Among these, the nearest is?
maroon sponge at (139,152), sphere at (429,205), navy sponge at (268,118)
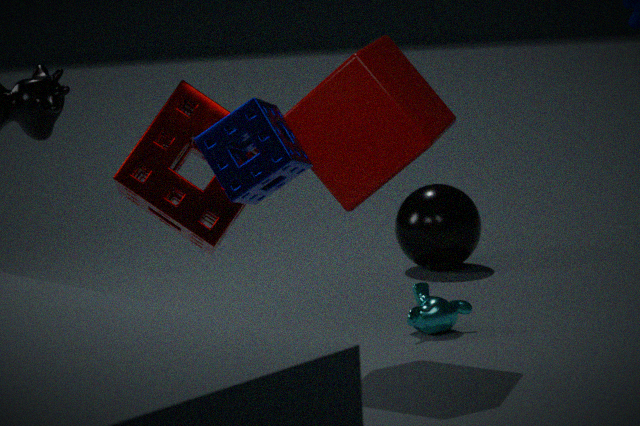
navy sponge at (268,118)
